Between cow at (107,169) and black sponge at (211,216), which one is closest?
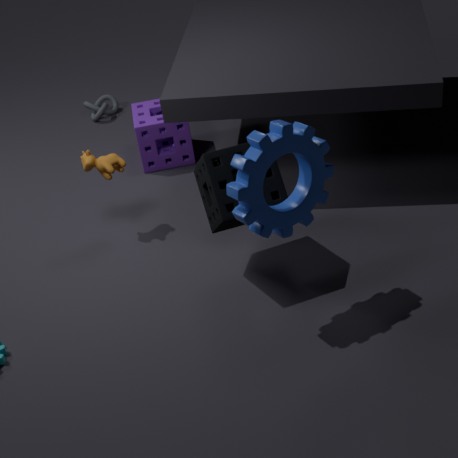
black sponge at (211,216)
